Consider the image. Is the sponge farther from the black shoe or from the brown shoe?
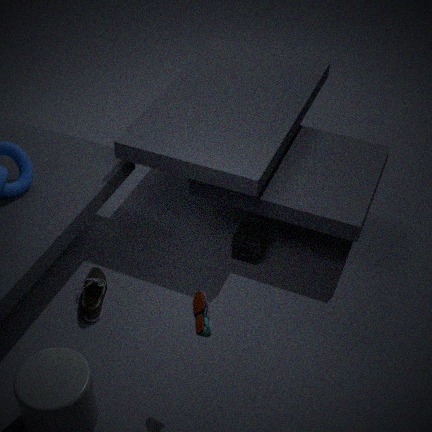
the brown shoe
